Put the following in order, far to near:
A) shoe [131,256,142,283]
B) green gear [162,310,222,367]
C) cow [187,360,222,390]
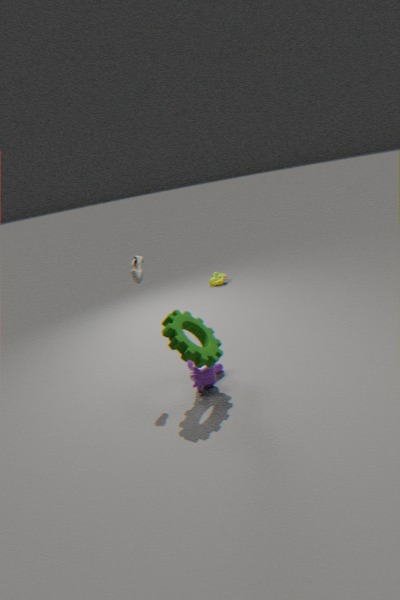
cow [187,360,222,390] < shoe [131,256,142,283] < green gear [162,310,222,367]
